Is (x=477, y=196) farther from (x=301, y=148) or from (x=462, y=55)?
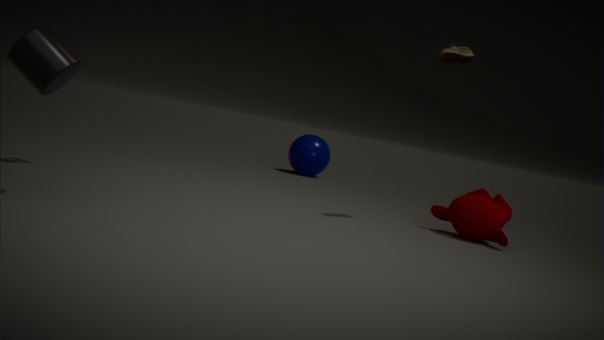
(x=301, y=148)
